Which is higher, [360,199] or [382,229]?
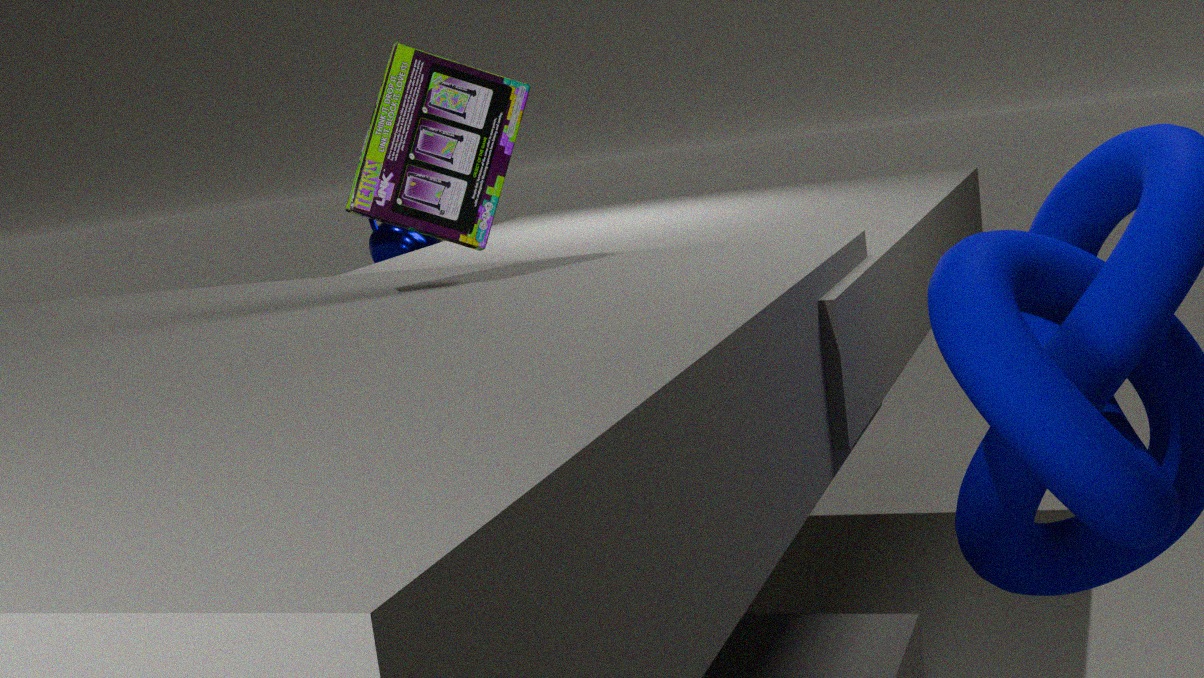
[360,199]
